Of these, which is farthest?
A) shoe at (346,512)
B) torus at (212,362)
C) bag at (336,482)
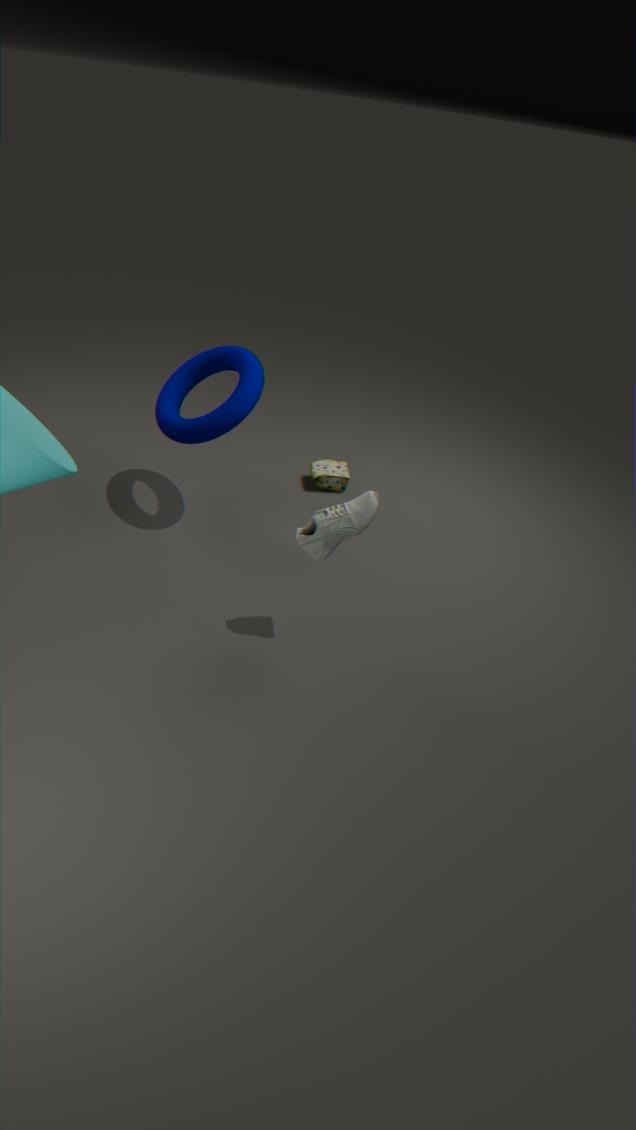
bag at (336,482)
